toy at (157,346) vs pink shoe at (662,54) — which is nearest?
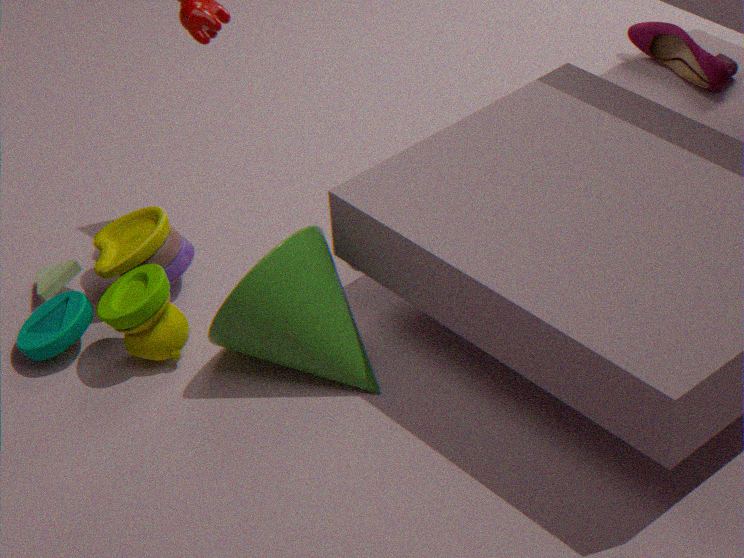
toy at (157,346)
